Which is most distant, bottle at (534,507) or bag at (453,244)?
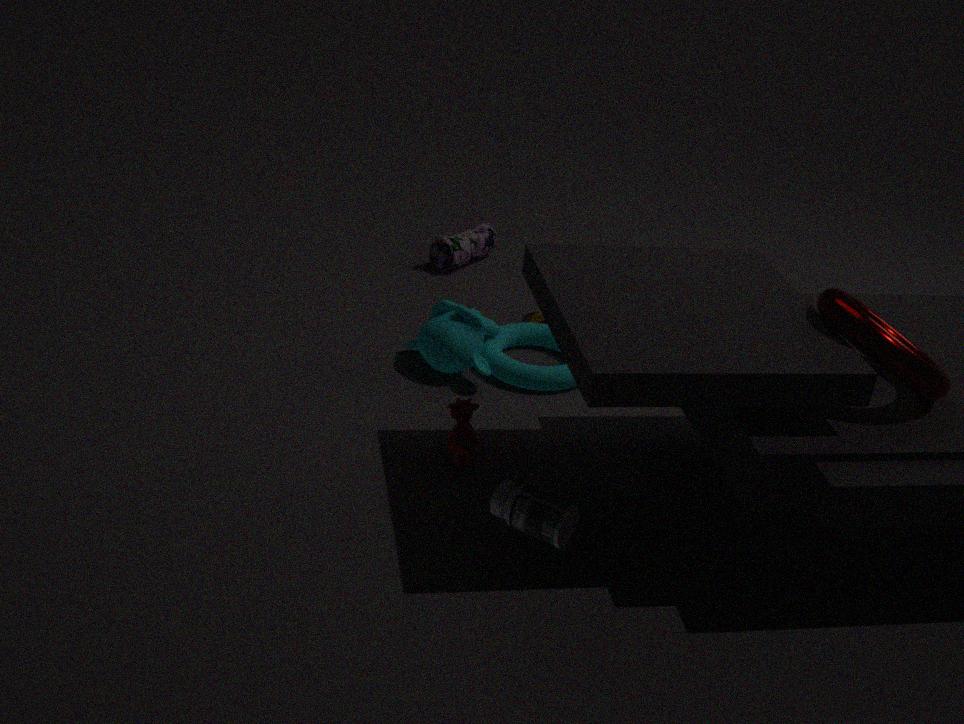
bag at (453,244)
